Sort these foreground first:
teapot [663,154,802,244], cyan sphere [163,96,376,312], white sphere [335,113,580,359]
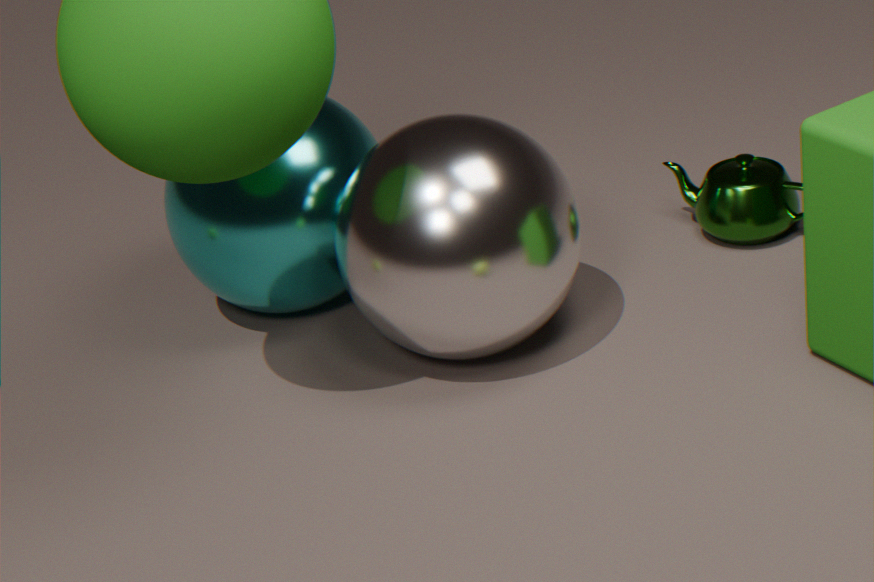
white sphere [335,113,580,359] < cyan sphere [163,96,376,312] < teapot [663,154,802,244]
